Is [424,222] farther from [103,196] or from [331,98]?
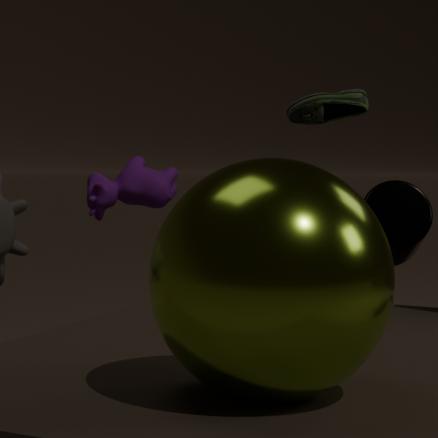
[103,196]
